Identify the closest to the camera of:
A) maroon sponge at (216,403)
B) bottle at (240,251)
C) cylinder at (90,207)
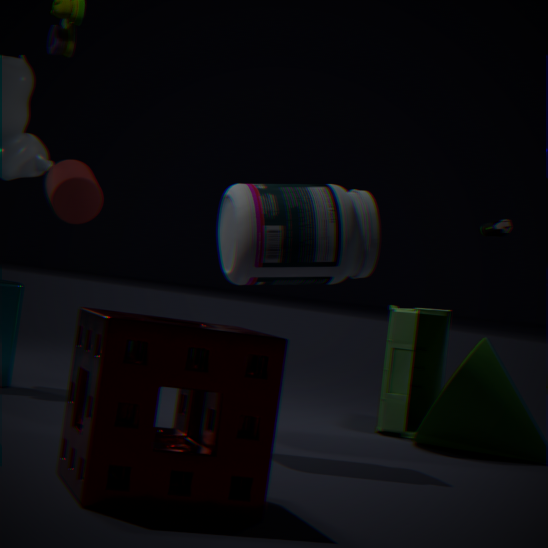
maroon sponge at (216,403)
